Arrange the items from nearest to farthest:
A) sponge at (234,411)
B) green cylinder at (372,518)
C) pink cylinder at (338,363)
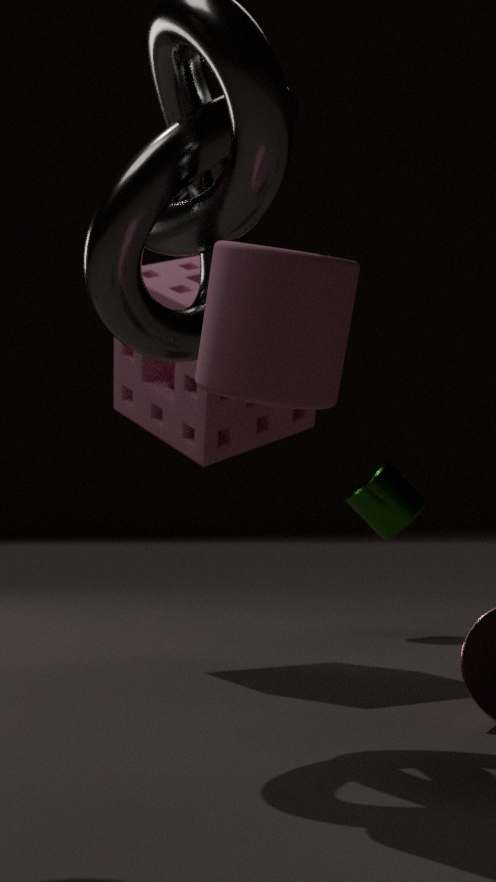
pink cylinder at (338,363), sponge at (234,411), green cylinder at (372,518)
